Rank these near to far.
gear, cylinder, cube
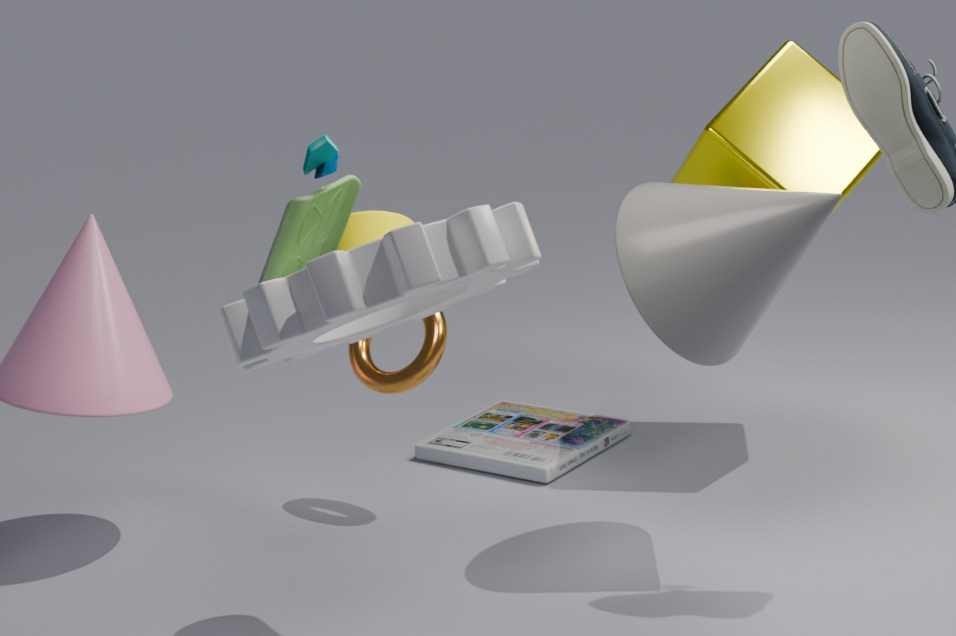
gear < cylinder < cube
